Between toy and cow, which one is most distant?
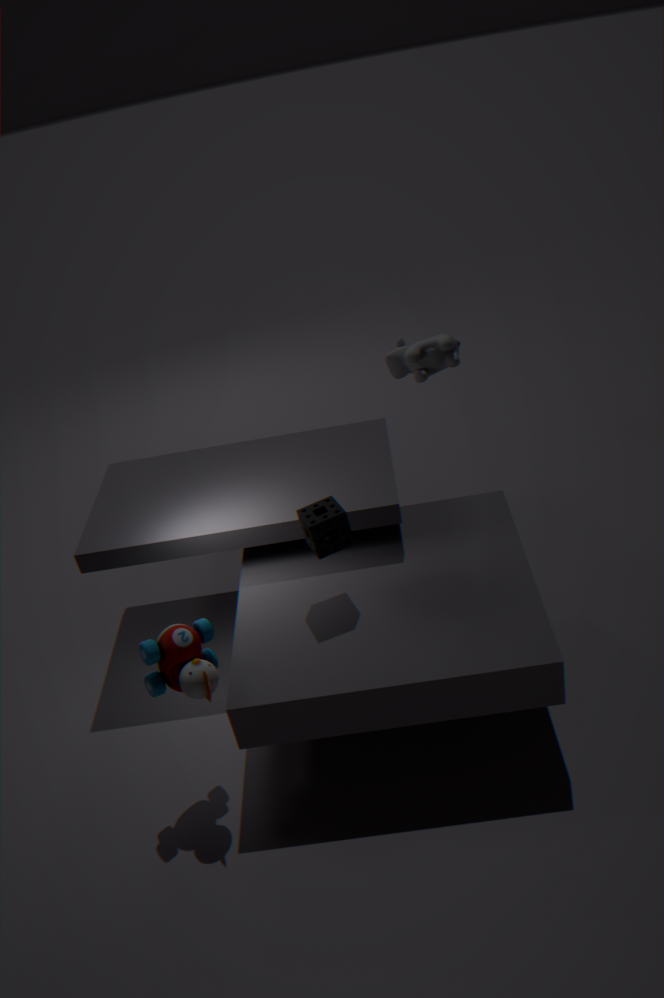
cow
